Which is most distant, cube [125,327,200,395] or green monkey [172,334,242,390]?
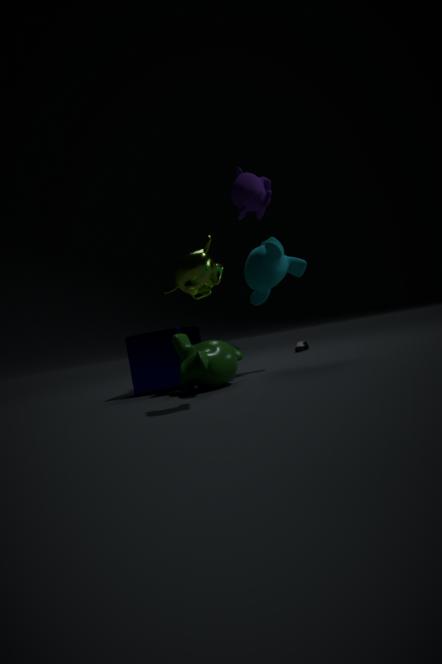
cube [125,327,200,395]
